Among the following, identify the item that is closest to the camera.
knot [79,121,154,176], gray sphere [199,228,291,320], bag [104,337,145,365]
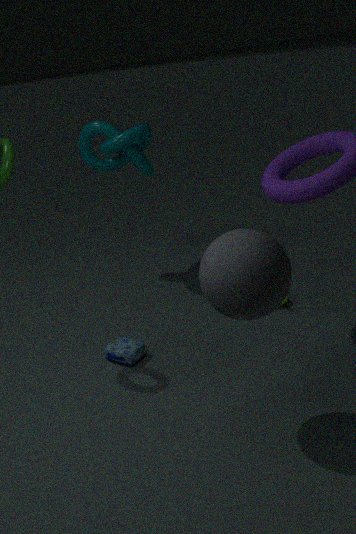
gray sphere [199,228,291,320]
